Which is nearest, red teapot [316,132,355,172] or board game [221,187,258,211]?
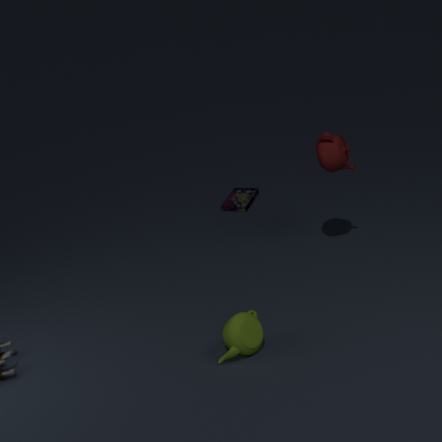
red teapot [316,132,355,172]
